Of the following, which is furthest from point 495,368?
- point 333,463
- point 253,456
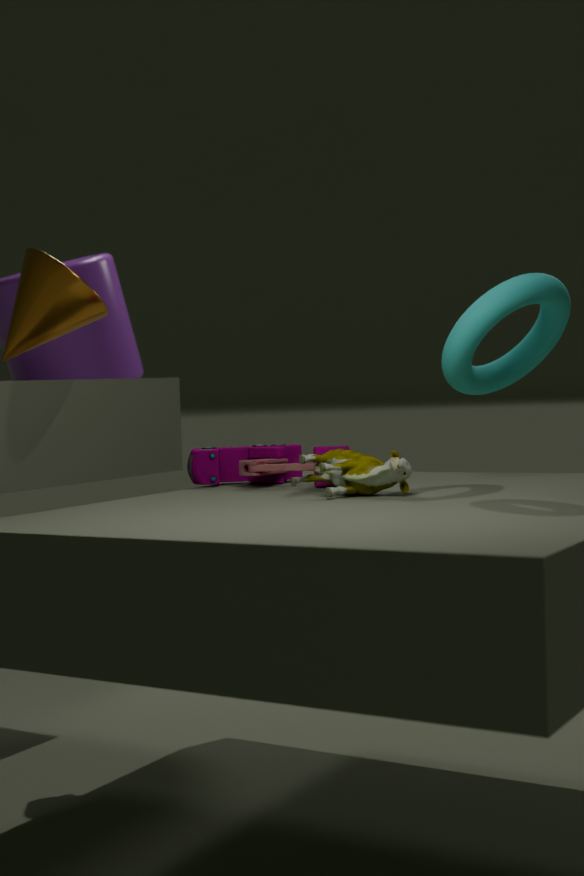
point 253,456
